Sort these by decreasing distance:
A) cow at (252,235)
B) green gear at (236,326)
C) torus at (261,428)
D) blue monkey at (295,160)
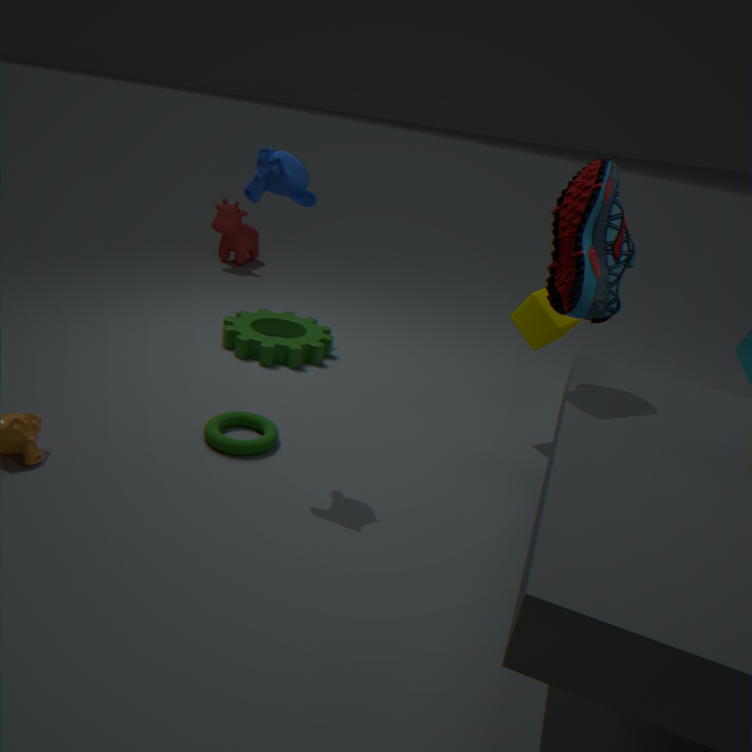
cow at (252,235)
green gear at (236,326)
torus at (261,428)
blue monkey at (295,160)
